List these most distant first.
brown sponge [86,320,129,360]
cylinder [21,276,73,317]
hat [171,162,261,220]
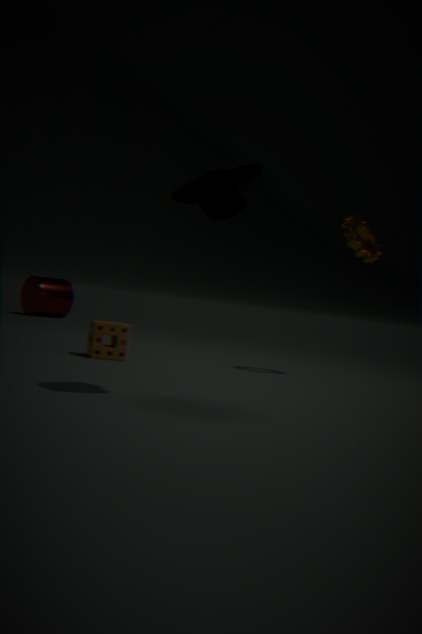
1. cylinder [21,276,73,317]
2. brown sponge [86,320,129,360]
3. hat [171,162,261,220]
